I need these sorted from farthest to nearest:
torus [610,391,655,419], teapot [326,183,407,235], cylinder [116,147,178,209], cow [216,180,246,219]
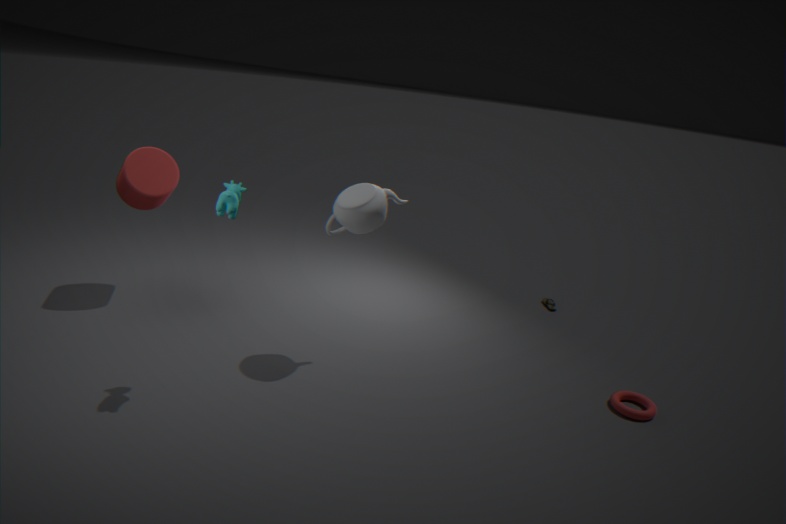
cylinder [116,147,178,209]
torus [610,391,655,419]
teapot [326,183,407,235]
cow [216,180,246,219]
